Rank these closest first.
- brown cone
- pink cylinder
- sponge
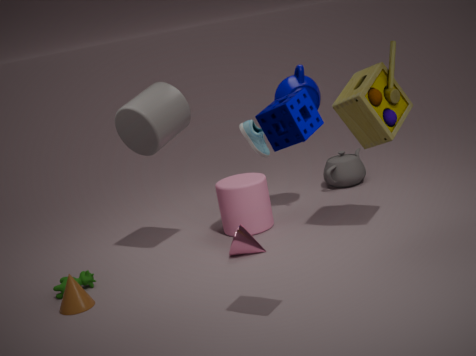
1. sponge
2. brown cone
3. pink cylinder
